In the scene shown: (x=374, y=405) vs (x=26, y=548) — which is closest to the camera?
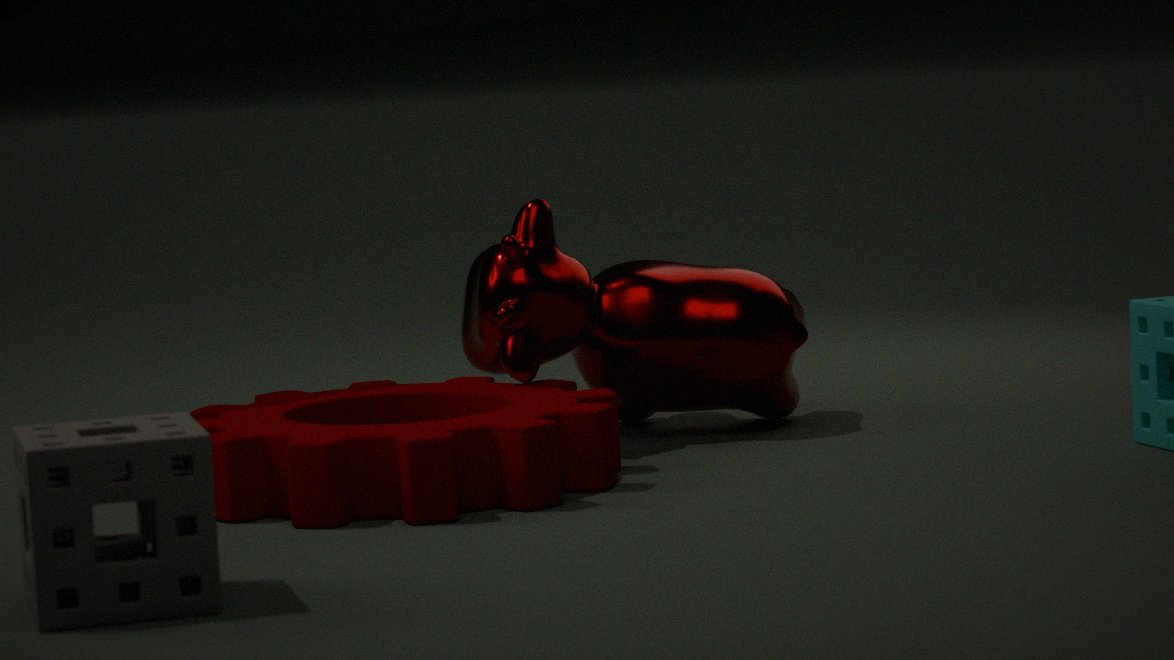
(x=26, y=548)
